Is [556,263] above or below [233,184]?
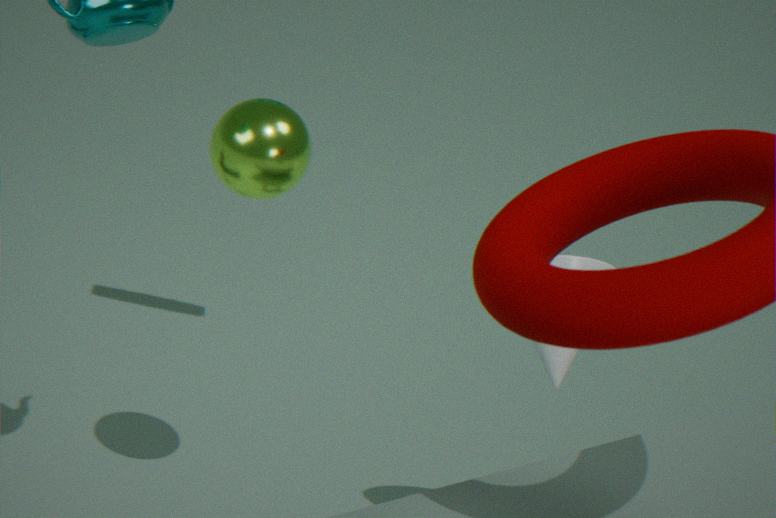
below
